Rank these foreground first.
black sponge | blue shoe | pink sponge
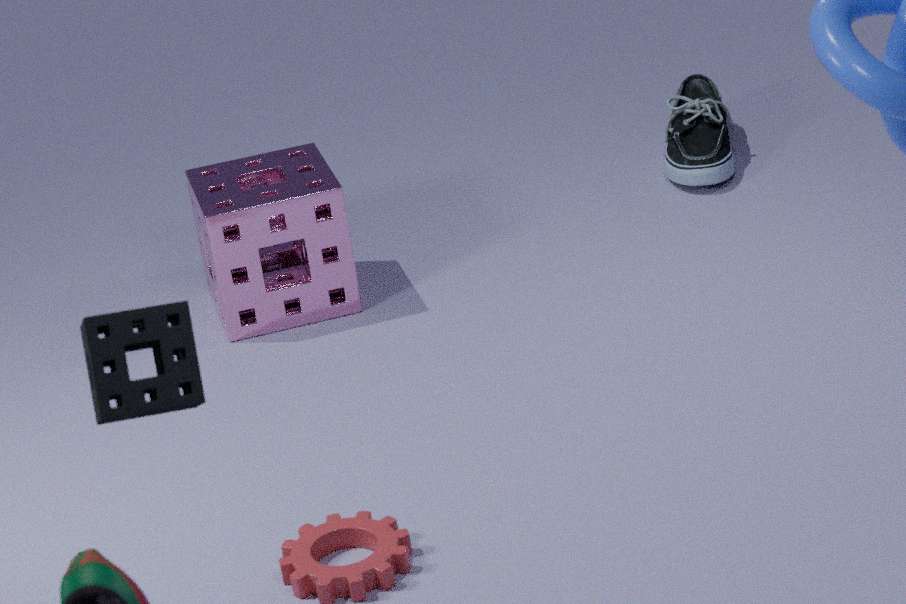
1. black sponge
2. pink sponge
3. blue shoe
